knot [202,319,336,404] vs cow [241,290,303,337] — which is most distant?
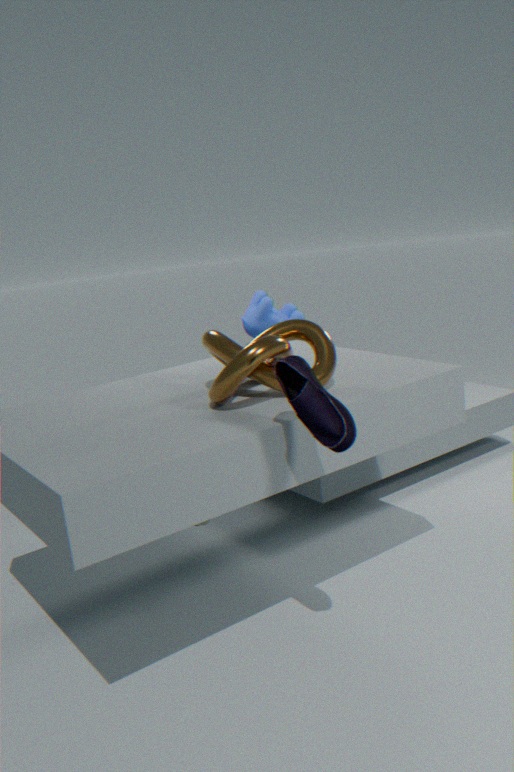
cow [241,290,303,337]
